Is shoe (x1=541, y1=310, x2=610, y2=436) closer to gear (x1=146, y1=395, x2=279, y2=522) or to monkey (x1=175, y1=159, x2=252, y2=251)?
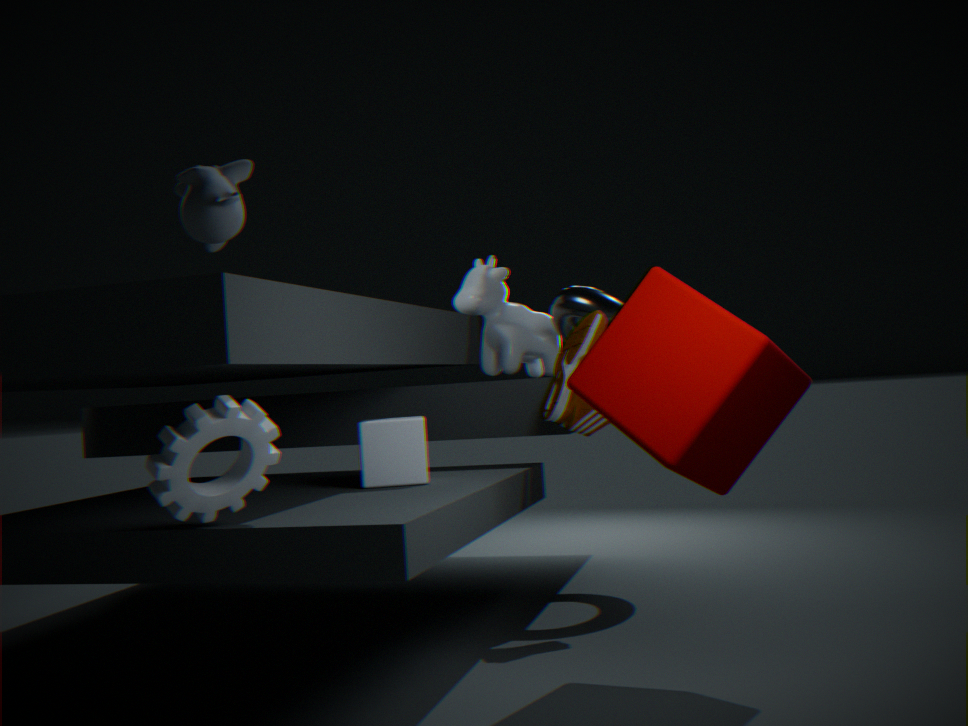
gear (x1=146, y1=395, x2=279, y2=522)
